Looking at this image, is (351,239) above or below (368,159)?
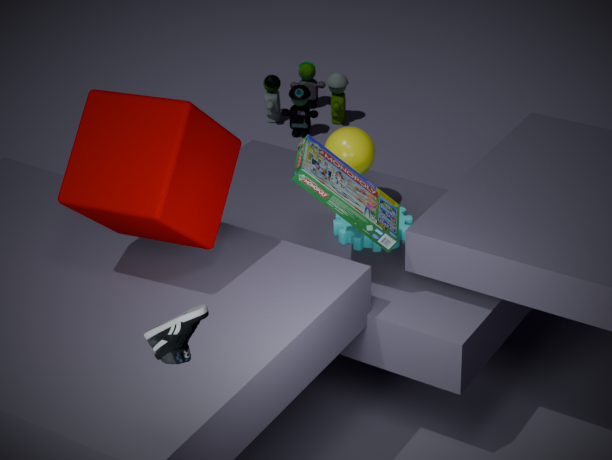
below
